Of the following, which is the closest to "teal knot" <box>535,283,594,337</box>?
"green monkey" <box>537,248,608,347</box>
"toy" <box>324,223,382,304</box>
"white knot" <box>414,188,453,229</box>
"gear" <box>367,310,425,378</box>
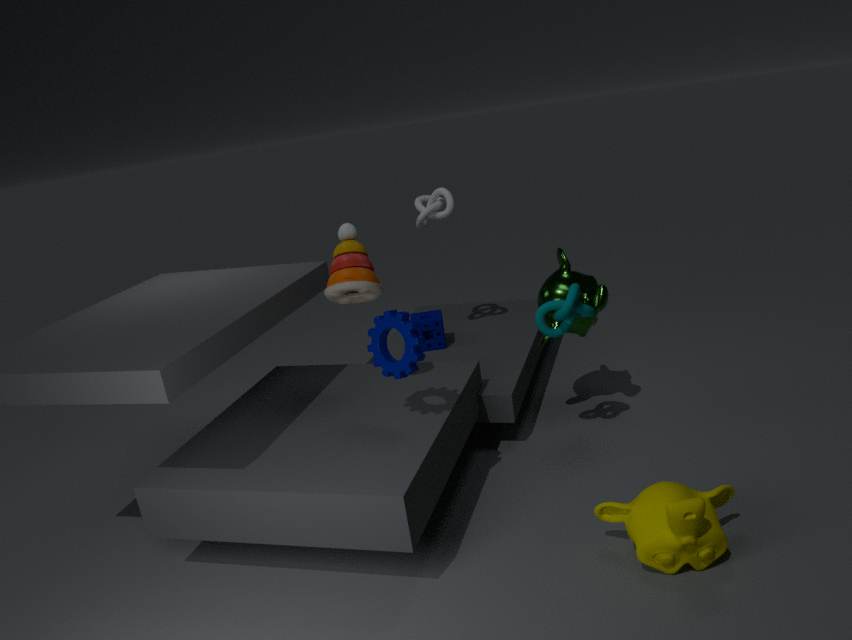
"green monkey" <box>537,248,608,347</box>
